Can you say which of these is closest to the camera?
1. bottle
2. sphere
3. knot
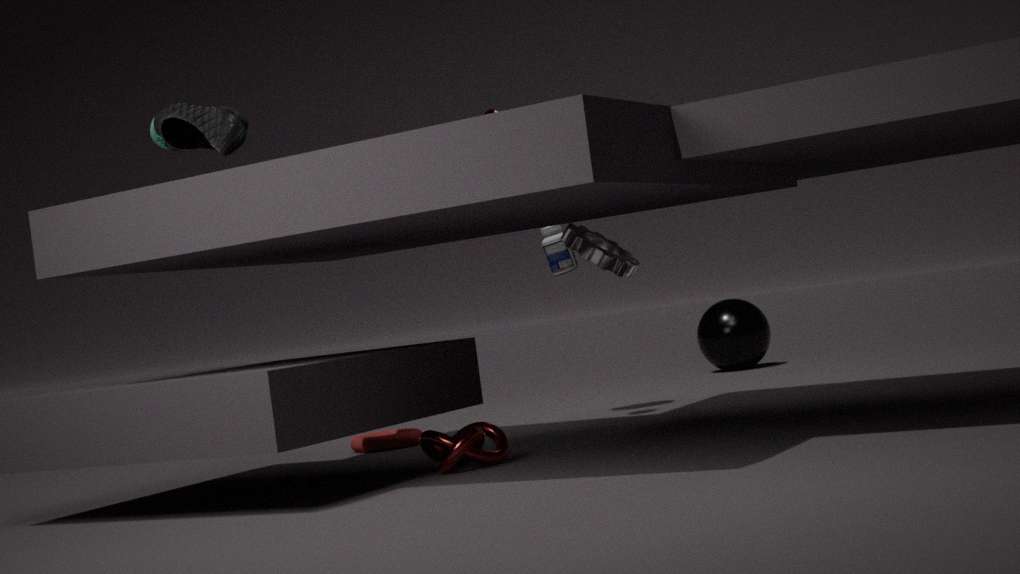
knot
